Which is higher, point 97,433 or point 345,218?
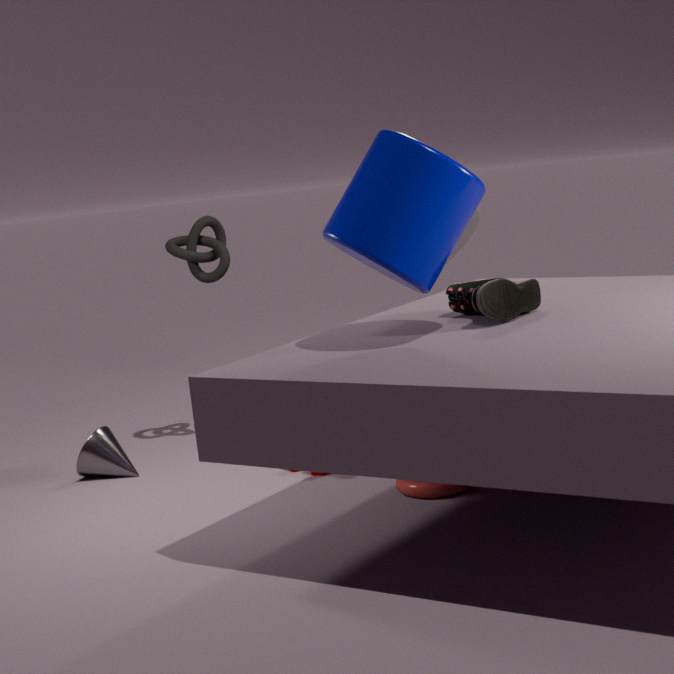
point 345,218
